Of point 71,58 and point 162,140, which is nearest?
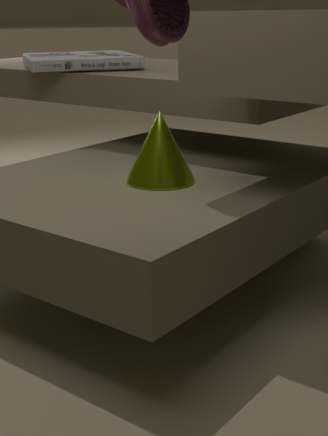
point 162,140
